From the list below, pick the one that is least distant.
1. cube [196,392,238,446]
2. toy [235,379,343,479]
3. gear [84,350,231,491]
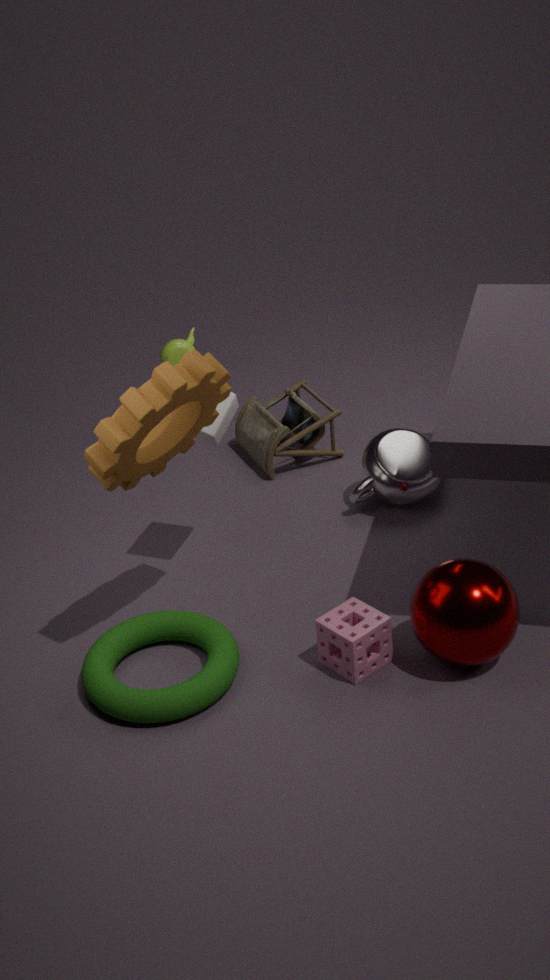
gear [84,350,231,491]
